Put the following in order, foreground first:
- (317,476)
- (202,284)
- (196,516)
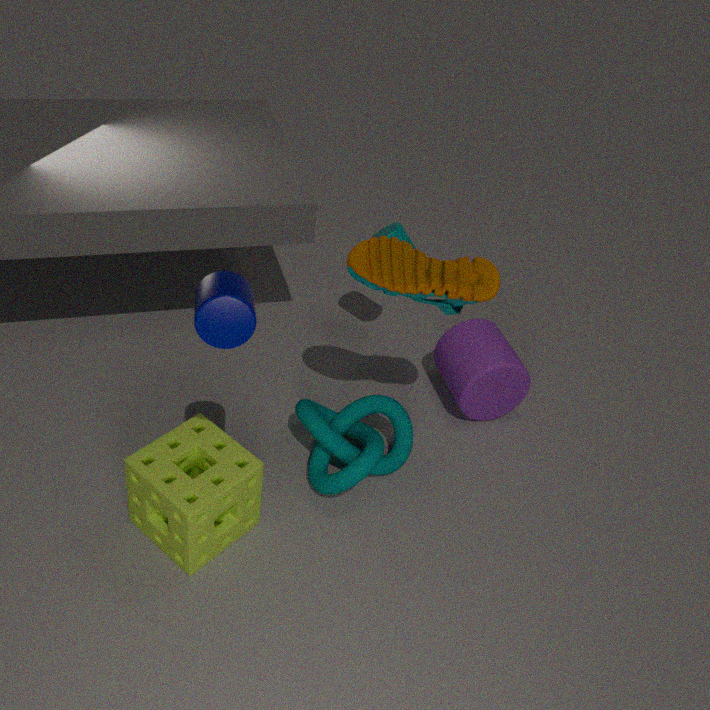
(202,284) → (196,516) → (317,476)
